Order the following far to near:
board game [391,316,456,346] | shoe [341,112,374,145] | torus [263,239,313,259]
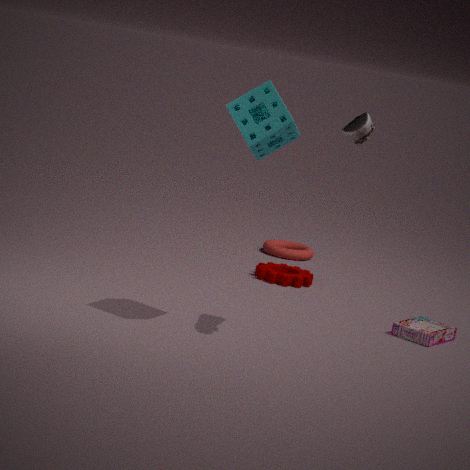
1. torus [263,239,313,259]
2. board game [391,316,456,346]
3. shoe [341,112,374,145]
